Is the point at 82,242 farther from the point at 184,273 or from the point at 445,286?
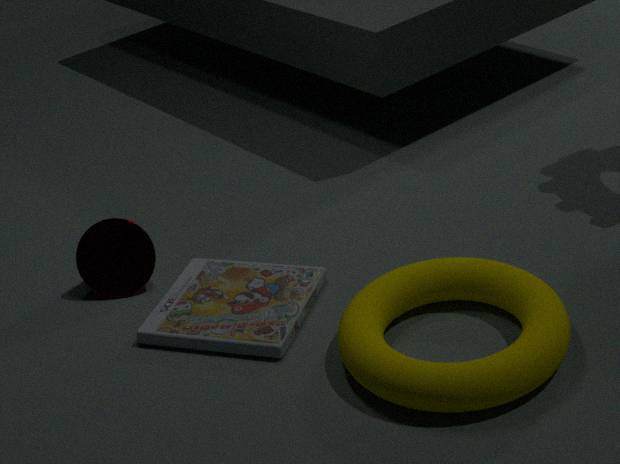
the point at 445,286
